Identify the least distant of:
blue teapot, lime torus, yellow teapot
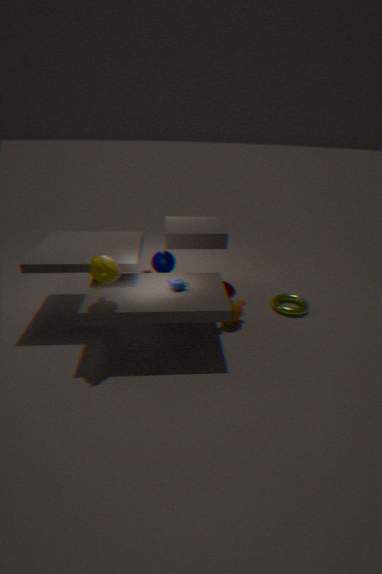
yellow teapot
